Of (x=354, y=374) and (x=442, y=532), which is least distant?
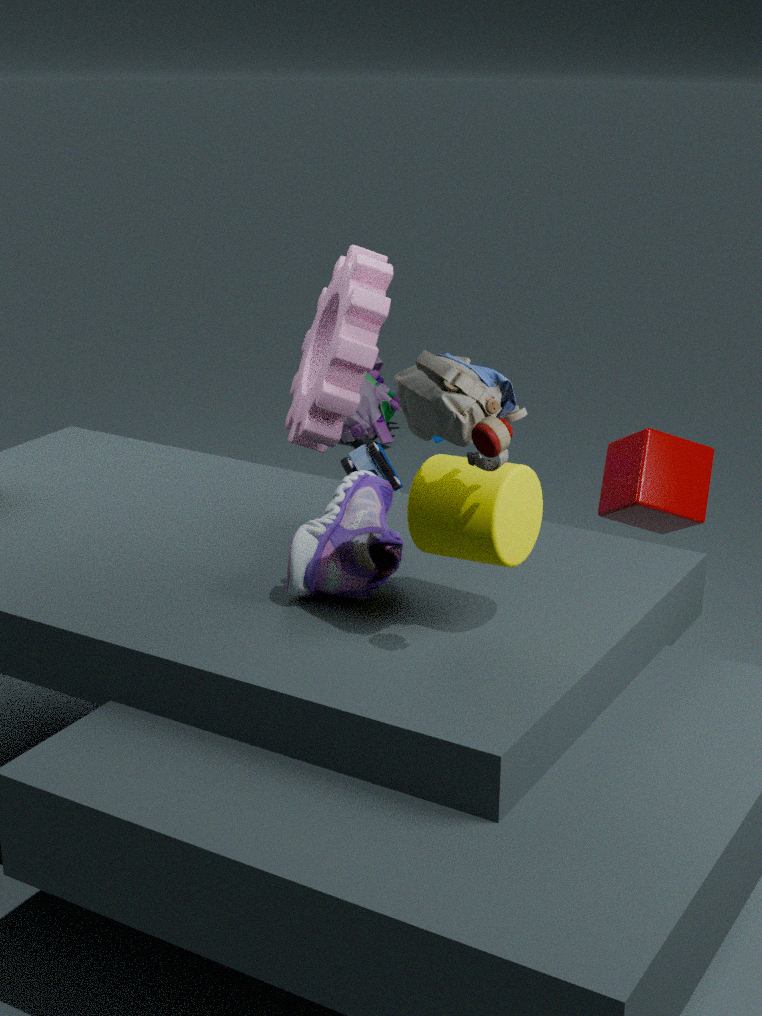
(x=442, y=532)
